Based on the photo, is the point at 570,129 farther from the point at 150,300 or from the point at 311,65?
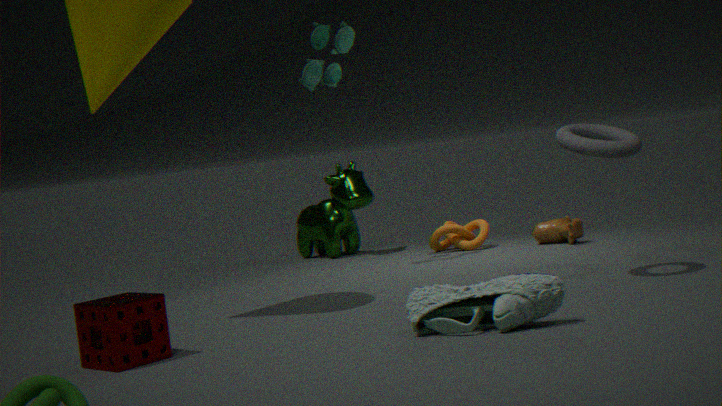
the point at 150,300
